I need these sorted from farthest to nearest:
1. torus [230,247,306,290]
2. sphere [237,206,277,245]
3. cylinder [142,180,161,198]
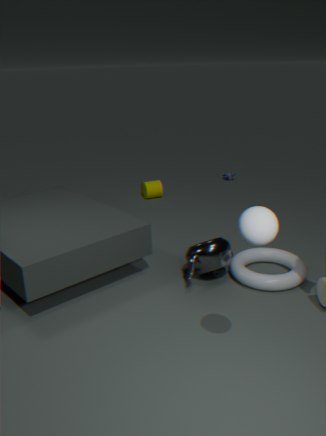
cylinder [142,180,161,198] → torus [230,247,306,290] → sphere [237,206,277,245]
